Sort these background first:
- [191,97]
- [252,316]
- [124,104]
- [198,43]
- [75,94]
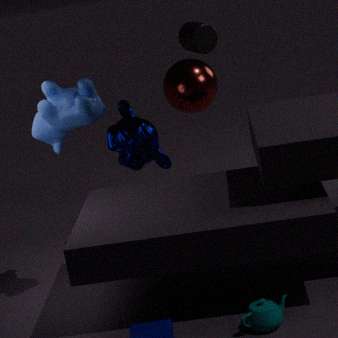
[191,97] < [124,104] < [198,43] < [75,94] < [252,316]
